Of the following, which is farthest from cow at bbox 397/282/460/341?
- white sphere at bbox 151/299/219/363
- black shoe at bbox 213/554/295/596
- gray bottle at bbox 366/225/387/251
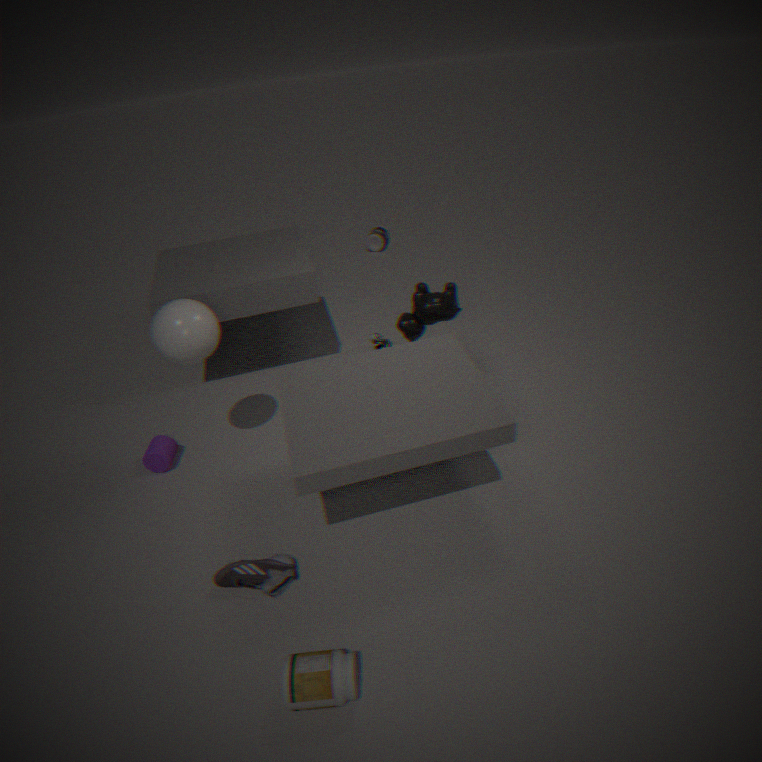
gray bottle at bbox 366/225/387/251
